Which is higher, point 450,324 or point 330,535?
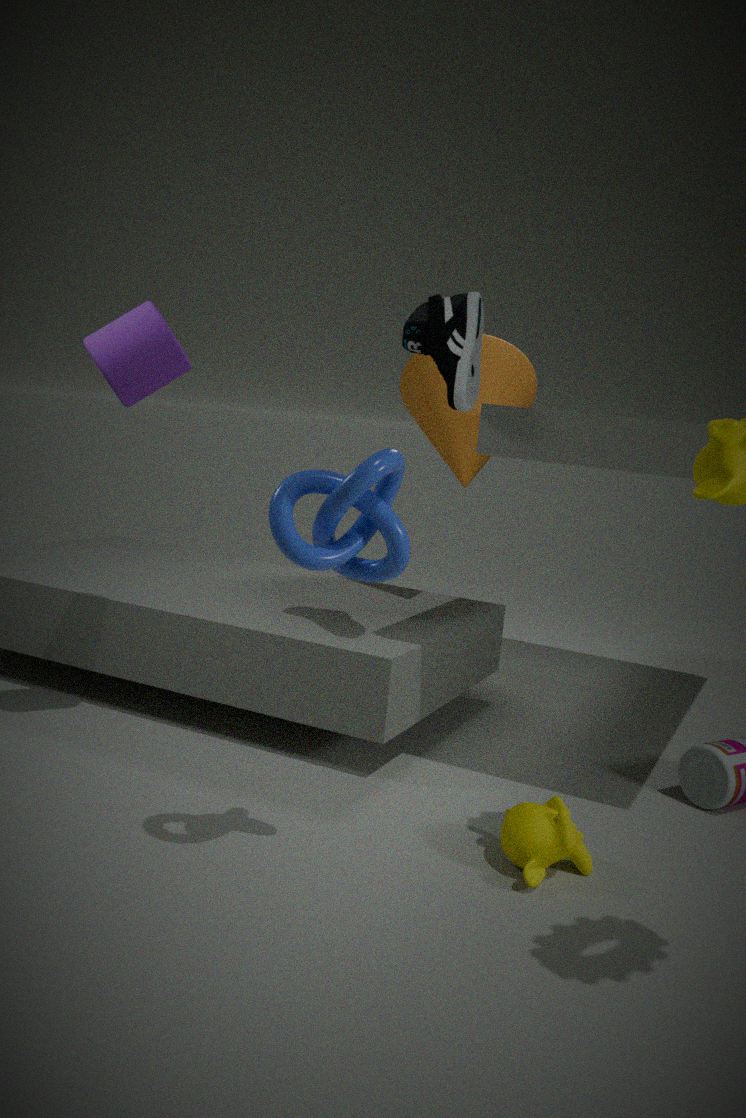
point 450,324
